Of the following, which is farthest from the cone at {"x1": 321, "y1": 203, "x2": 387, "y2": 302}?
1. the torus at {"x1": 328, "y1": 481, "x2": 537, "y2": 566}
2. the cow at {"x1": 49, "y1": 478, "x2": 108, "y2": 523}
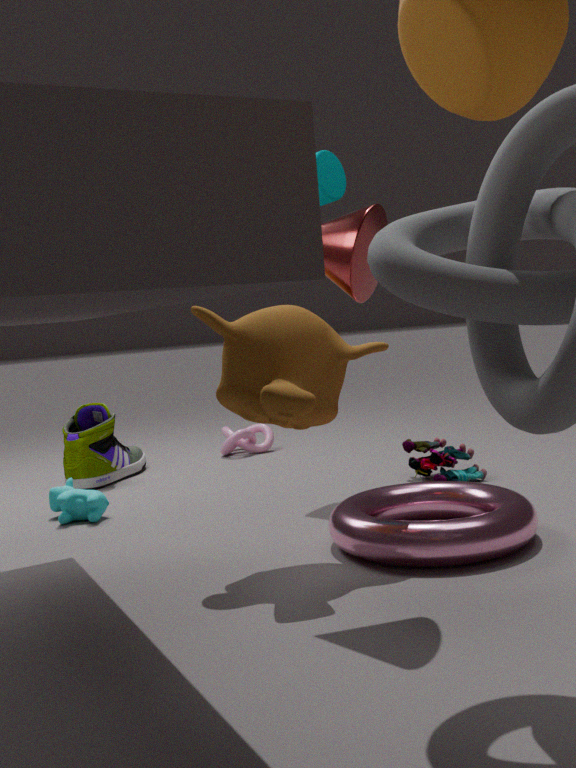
the cow at {"x1": 49, "y1": 478, "x2": 108, "y2": 523}
